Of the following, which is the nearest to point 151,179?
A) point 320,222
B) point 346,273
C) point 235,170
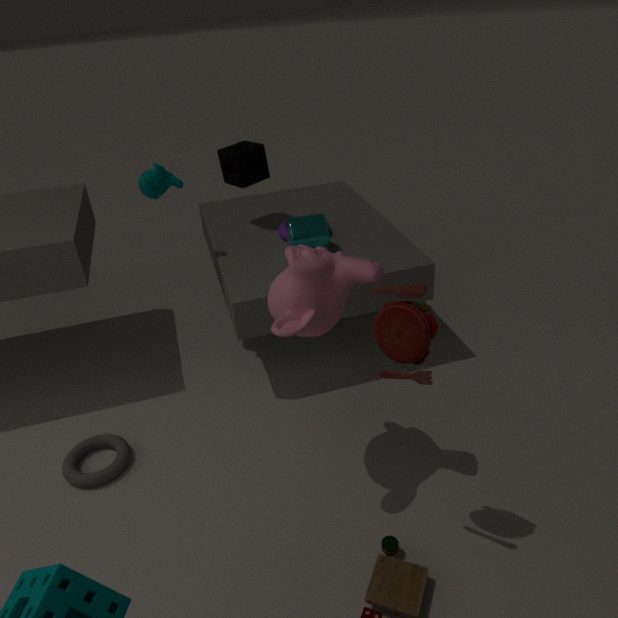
point 235,170
